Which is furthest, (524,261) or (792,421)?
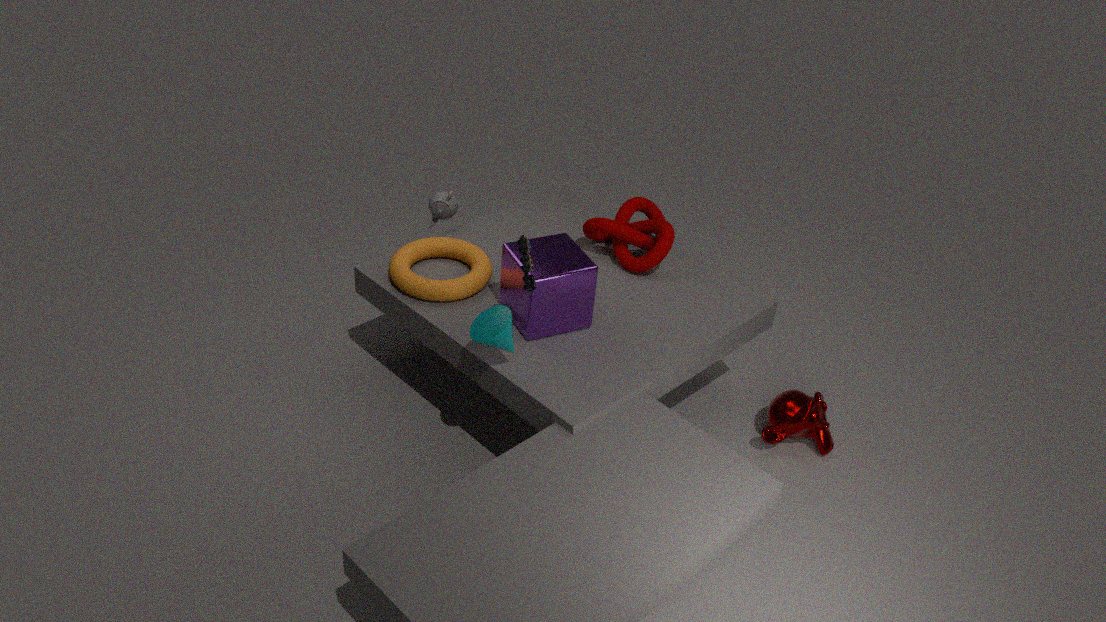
(792,421)
